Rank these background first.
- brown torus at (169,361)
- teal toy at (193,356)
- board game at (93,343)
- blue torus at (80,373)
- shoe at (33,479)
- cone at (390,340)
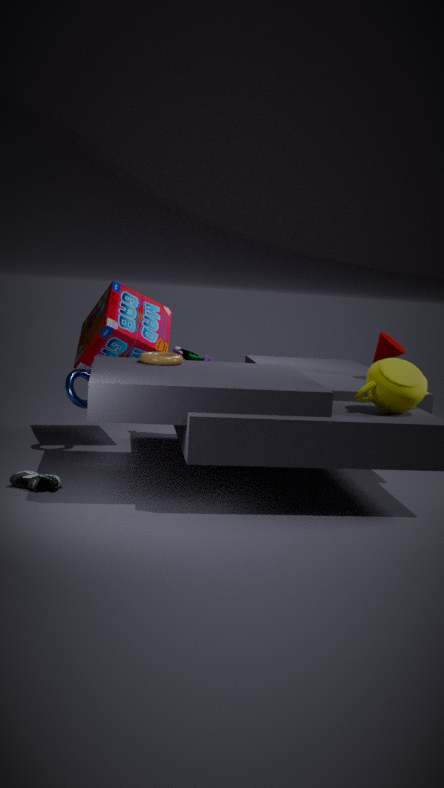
1. teal toy at (193,356)
2. cone at (390,340)
3. board game at (93,343)
4. blue torus at (80,373)
5. brown torus at (169,361)
6. shoe at (33,479)
